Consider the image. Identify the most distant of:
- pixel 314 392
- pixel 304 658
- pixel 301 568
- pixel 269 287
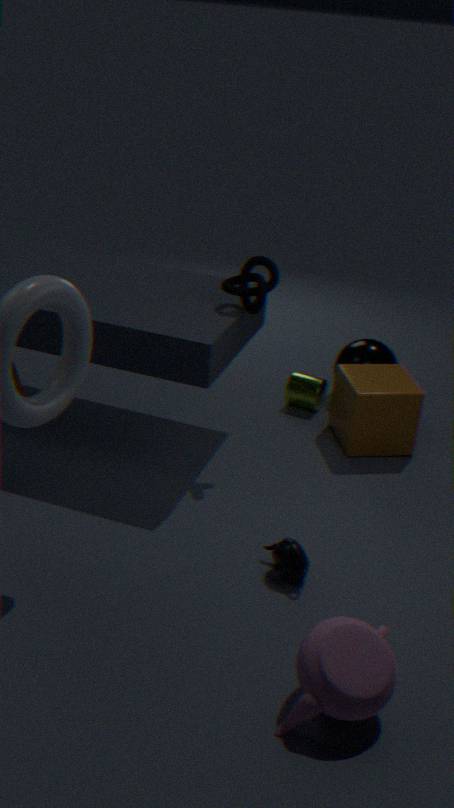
pixel 314 392
